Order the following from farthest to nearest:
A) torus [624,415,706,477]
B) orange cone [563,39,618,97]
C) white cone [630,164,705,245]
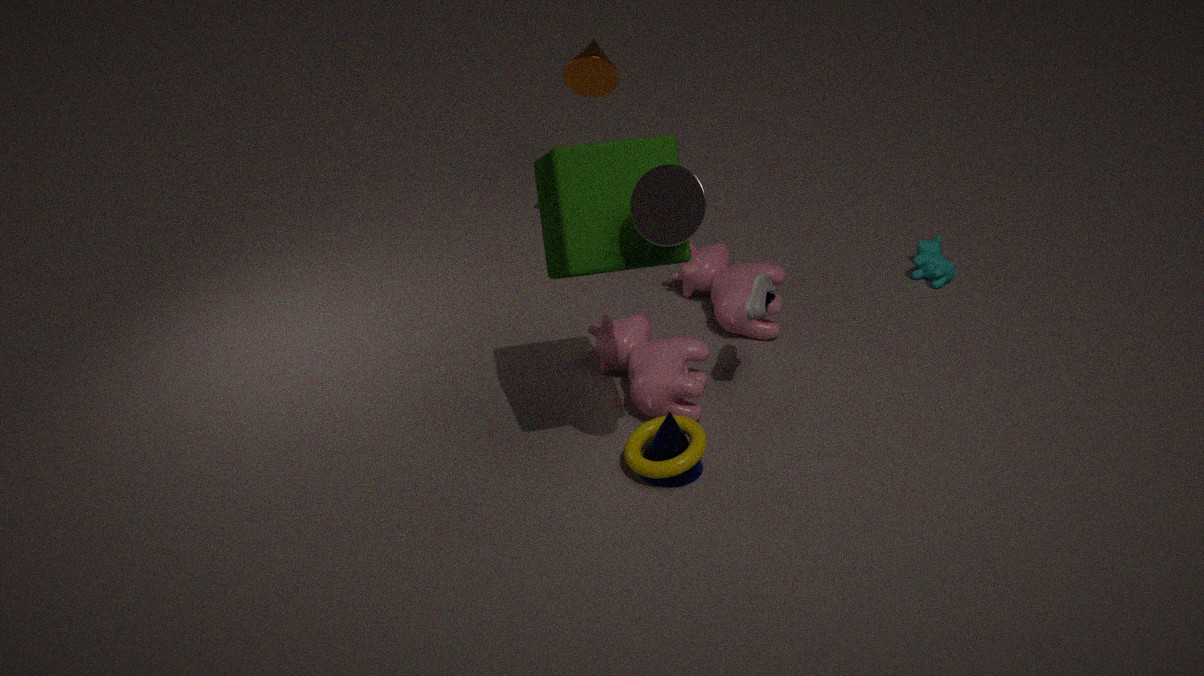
orange cone [563,39,618,97] < torus [624,415,706,477] < white cone [630,164,705,245]
